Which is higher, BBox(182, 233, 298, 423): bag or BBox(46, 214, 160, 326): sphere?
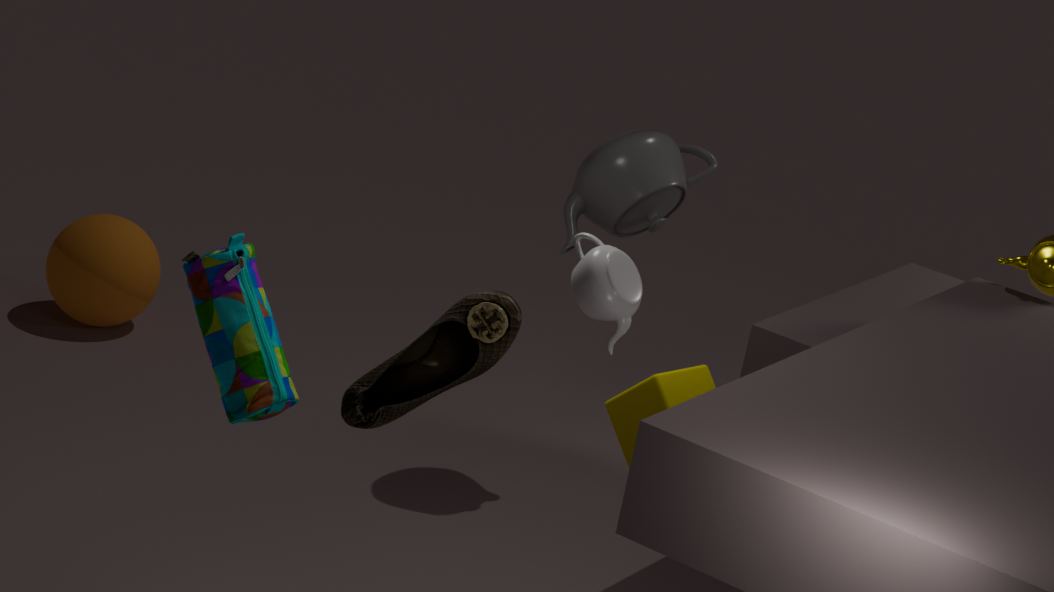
BBox(182, 233, 298, 423): bag
